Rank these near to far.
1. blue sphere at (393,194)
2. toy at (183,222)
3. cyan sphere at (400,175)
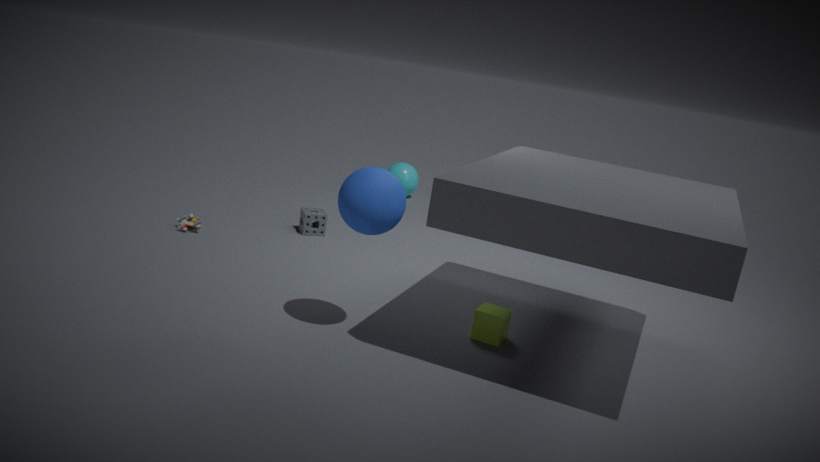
1. blue sphere at (393,194)
2. toy at (183,222)
3. cyan sphere at (400,175)
